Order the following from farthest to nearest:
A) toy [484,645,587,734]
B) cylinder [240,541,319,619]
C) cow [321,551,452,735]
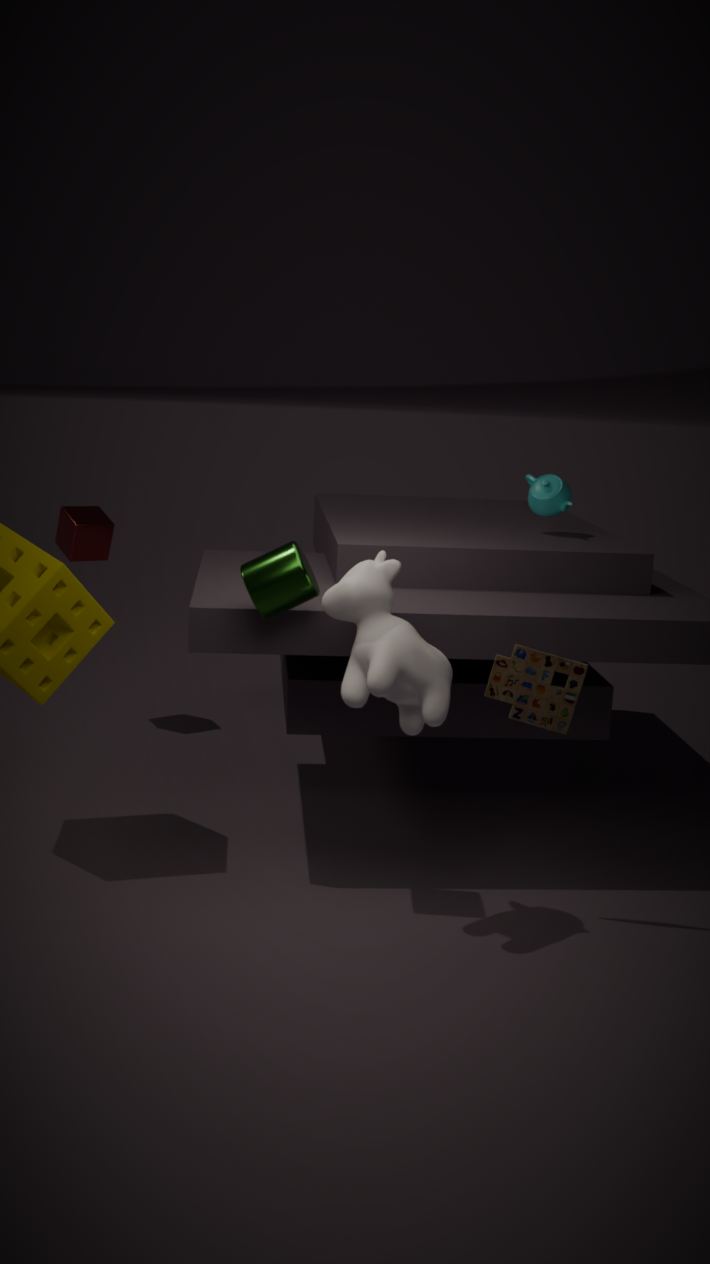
toy [484,645,587,734], cylinder [240,541,319,619], cow [321,551,452,735]
